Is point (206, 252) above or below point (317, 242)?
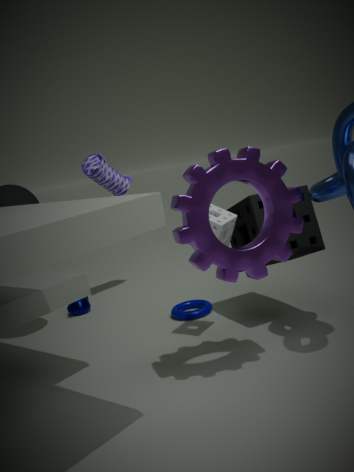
above
